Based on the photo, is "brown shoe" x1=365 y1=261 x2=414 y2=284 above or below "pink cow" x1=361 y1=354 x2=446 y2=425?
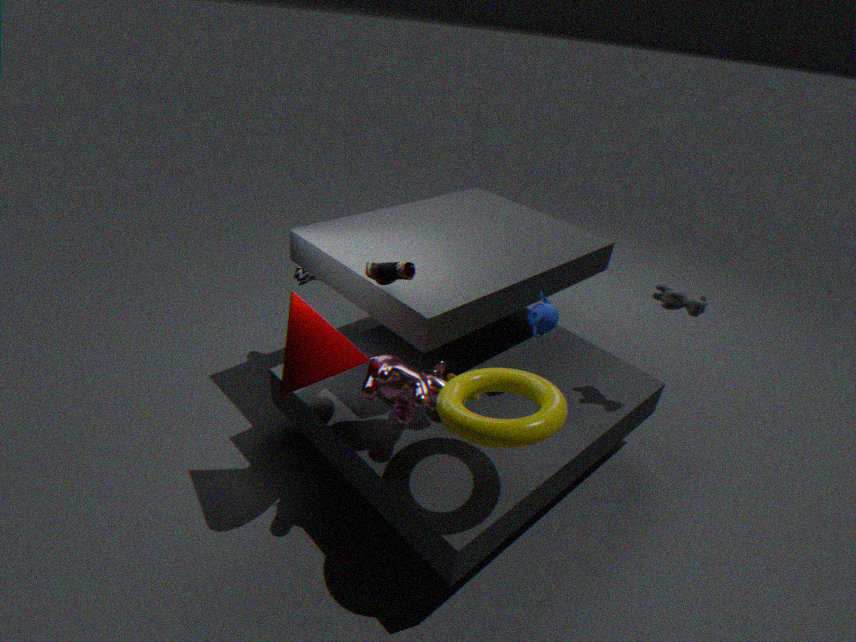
above
